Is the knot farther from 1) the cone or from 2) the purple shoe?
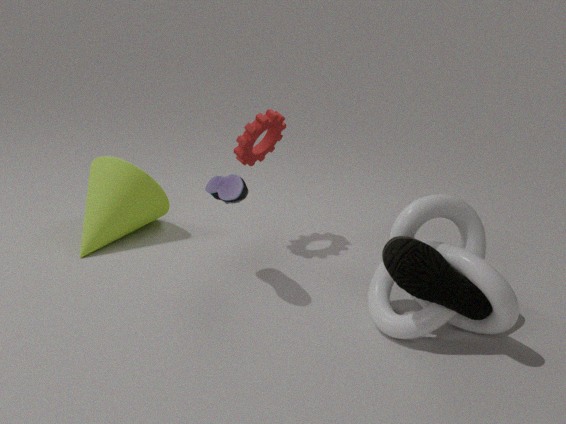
1) the cone
